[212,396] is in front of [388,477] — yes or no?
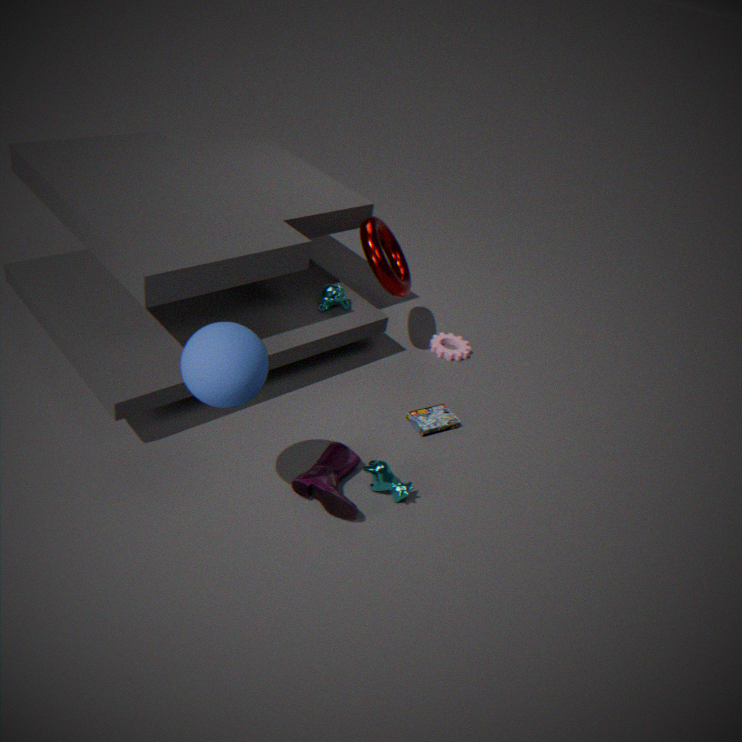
Yes
